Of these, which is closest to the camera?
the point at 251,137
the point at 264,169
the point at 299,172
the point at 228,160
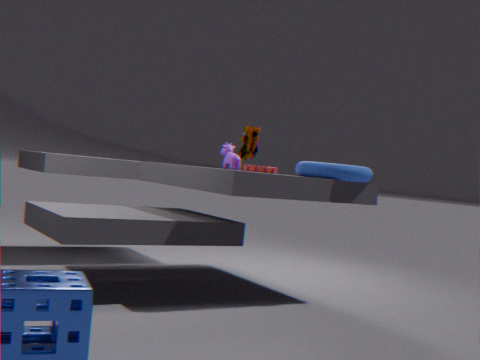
the point at 251,137
